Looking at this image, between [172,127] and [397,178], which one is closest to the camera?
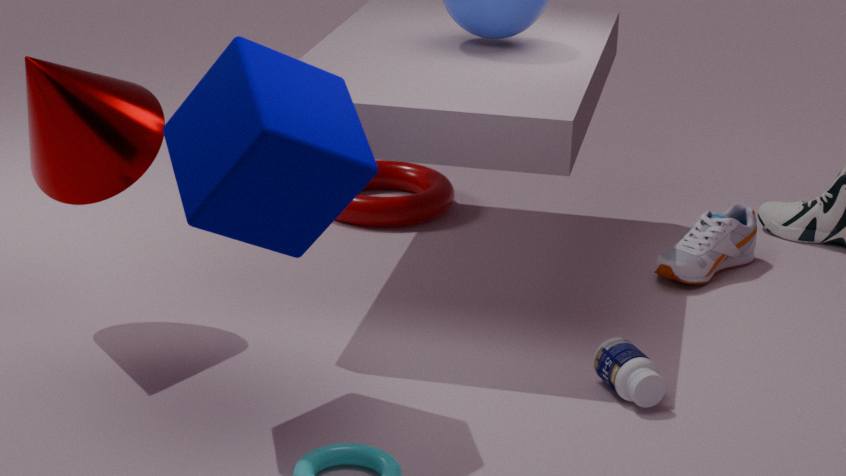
[172,127]
